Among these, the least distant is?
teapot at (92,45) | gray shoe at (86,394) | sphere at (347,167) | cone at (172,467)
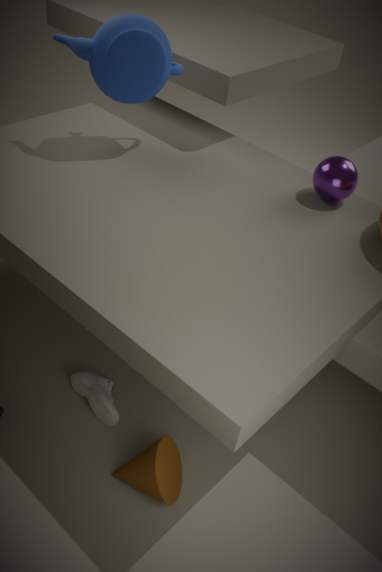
cone at (172,467)
